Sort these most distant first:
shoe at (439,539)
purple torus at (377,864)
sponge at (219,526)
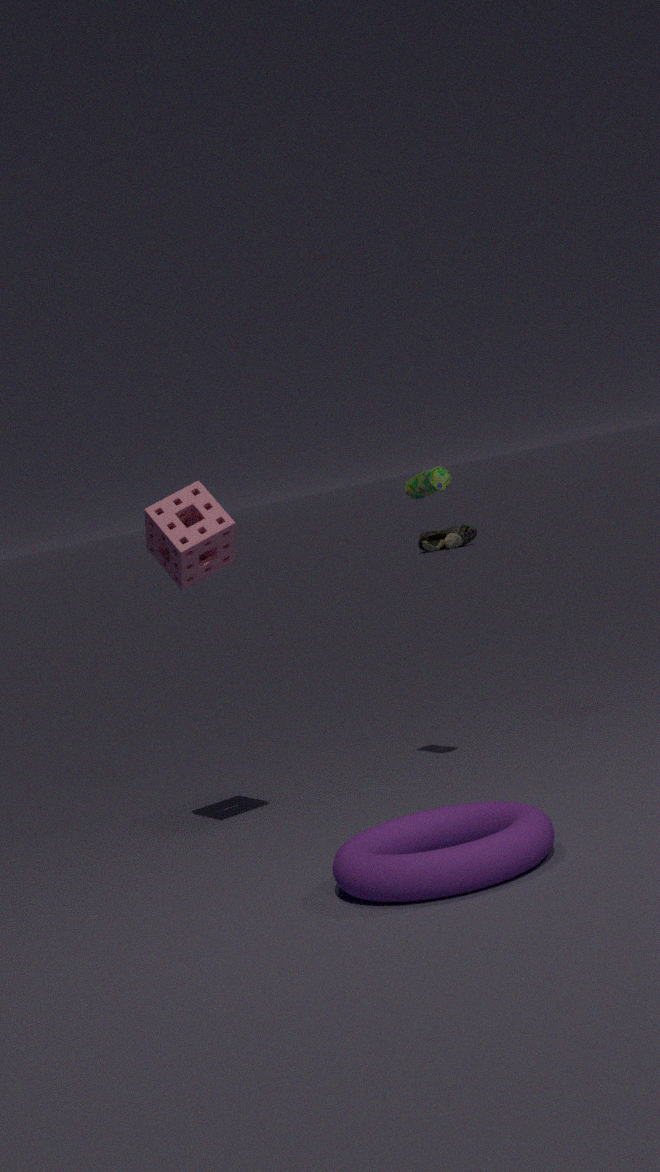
1. shoe at (439,539)
2. sponge at (219,526)
3. purple torus at (377,864)
